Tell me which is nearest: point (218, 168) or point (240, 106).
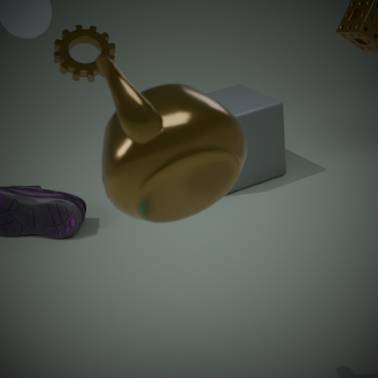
point (218, 168)
